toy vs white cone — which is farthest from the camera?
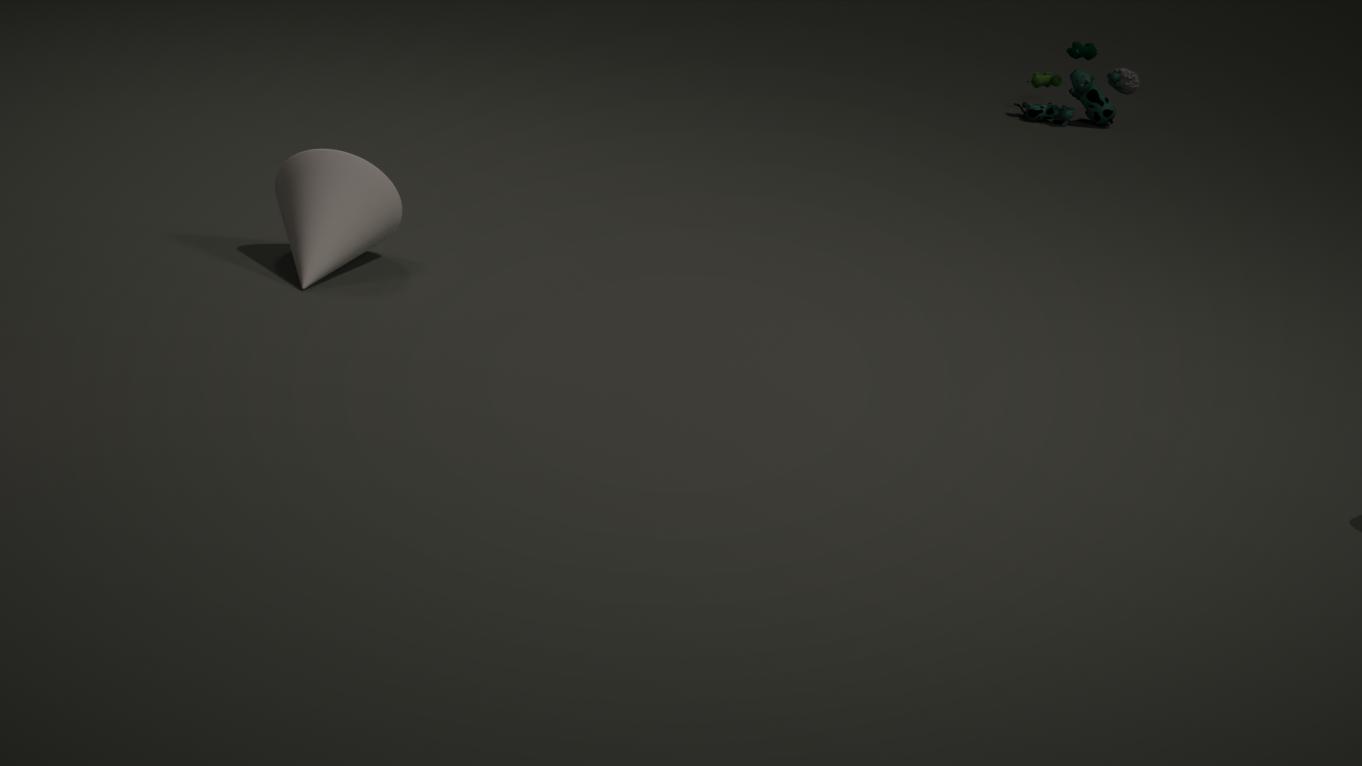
toy
